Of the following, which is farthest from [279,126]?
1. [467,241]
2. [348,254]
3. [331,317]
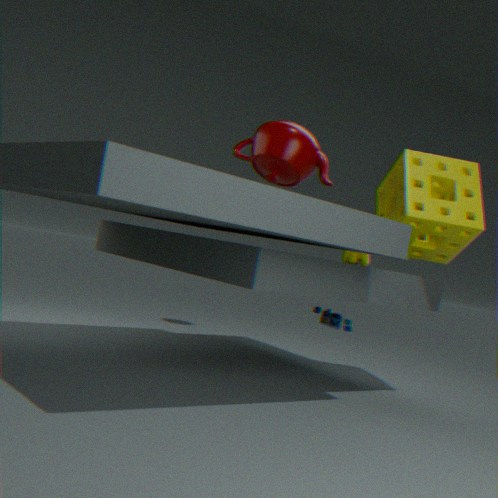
[331,317]
